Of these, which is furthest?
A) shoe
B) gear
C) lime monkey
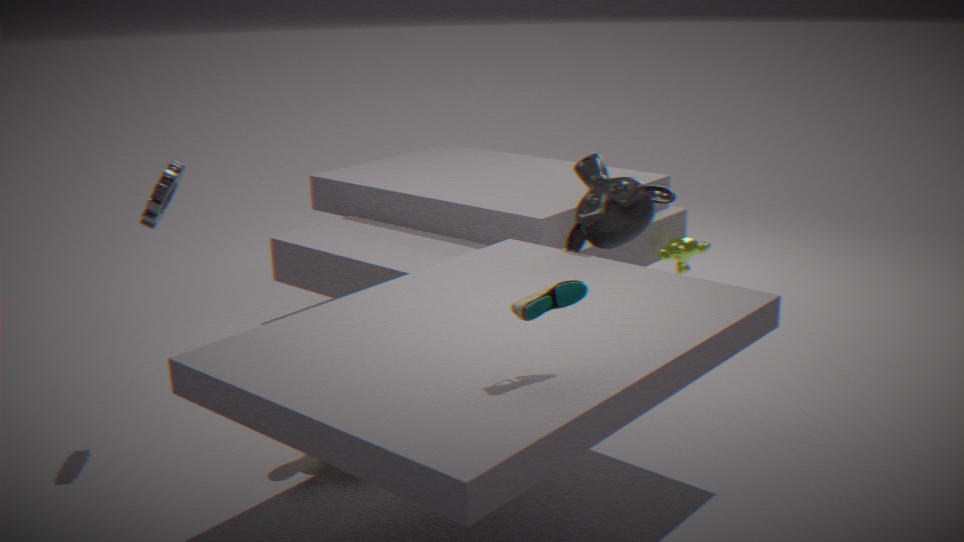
lime monkey
